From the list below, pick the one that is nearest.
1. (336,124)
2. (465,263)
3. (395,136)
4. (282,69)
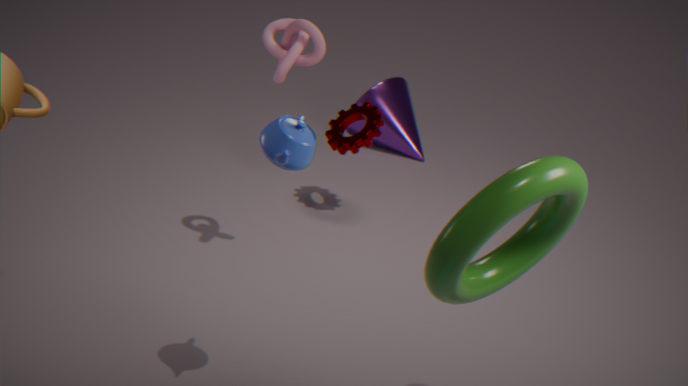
(465,263)
